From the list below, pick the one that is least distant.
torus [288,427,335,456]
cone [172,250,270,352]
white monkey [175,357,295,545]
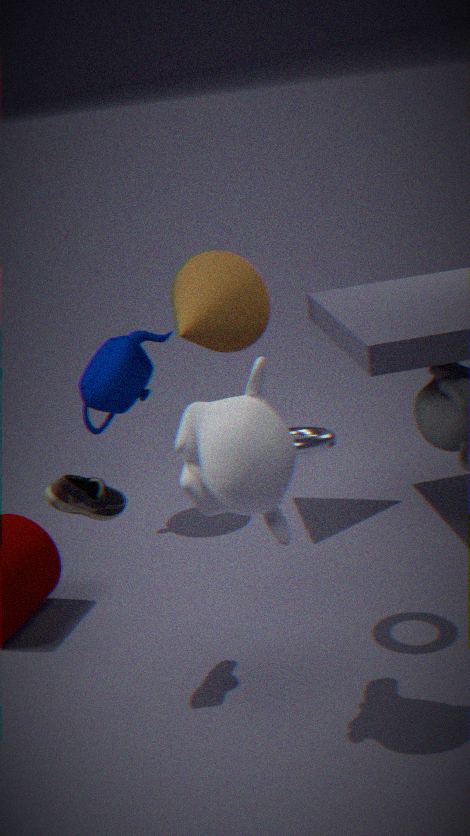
white monkey [175,357,295,545]
